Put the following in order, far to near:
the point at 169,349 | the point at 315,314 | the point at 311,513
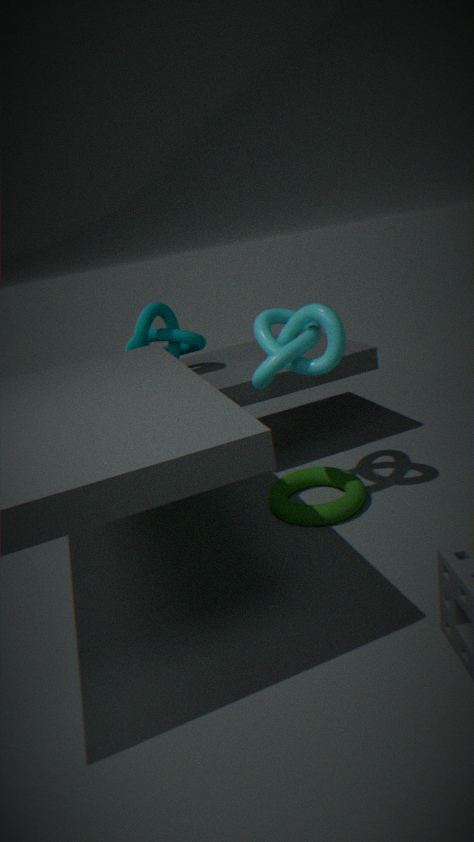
the point at 169,349
the point at 311,513
the point at 315,314
